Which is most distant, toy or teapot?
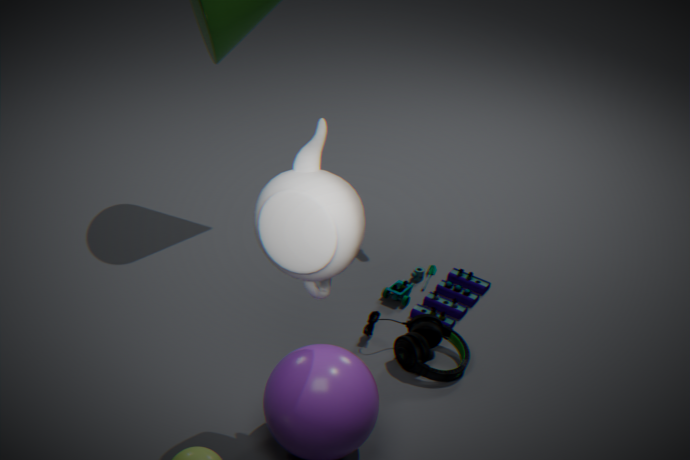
toy
